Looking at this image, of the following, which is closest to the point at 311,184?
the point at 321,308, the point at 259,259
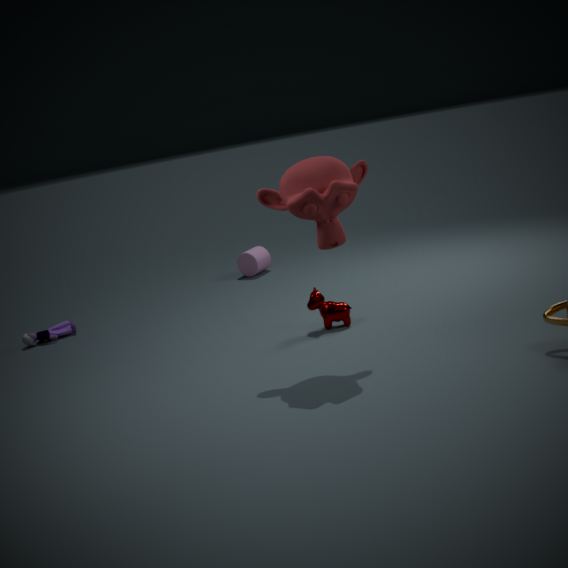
the point at 321,308
